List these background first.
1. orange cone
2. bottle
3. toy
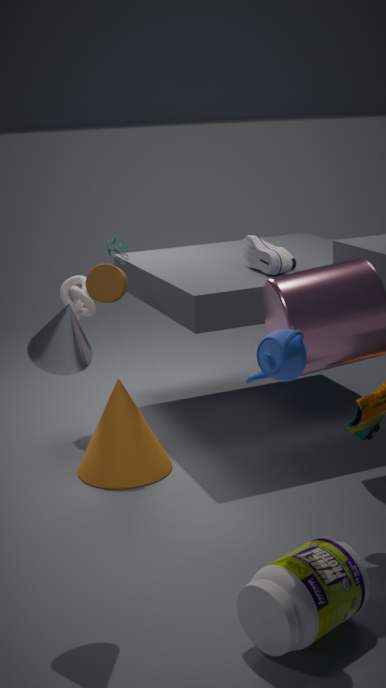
toy, orange cone, bottle
